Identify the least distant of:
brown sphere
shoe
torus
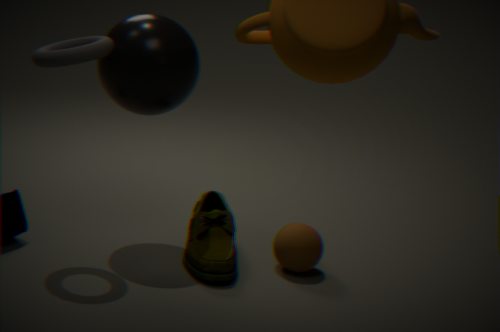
torus
